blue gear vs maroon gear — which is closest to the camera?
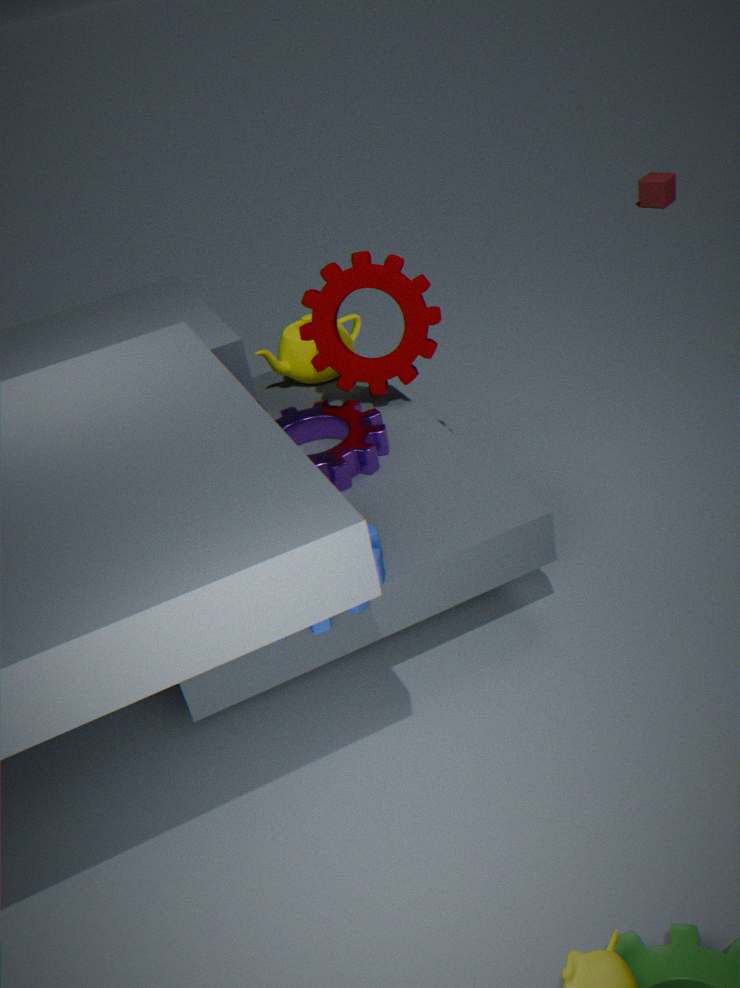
blue gear
